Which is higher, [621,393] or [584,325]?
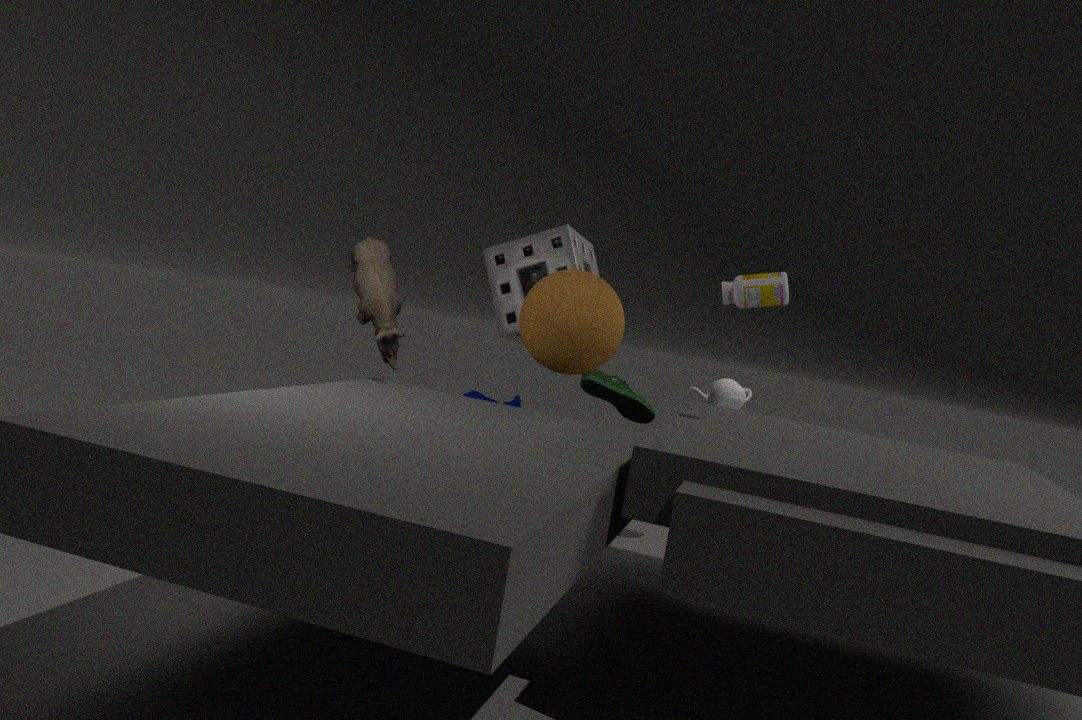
[584,325]
